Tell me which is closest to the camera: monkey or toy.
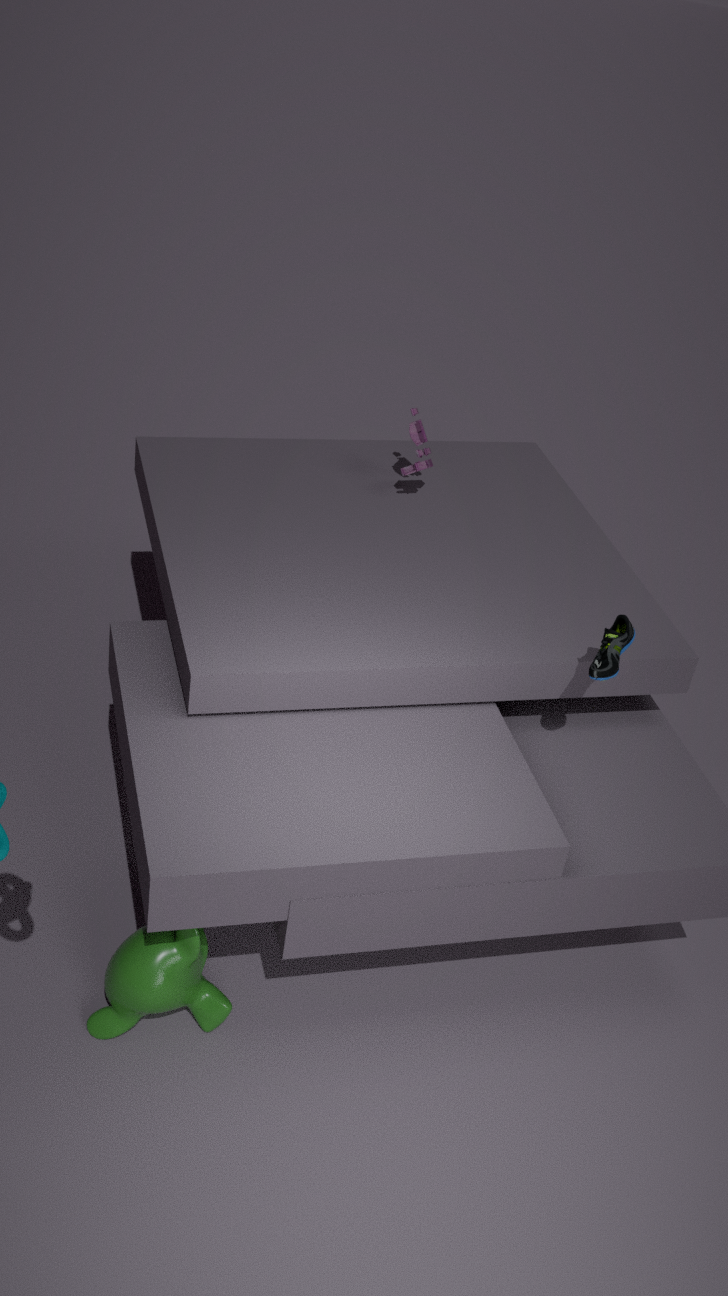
monkey
